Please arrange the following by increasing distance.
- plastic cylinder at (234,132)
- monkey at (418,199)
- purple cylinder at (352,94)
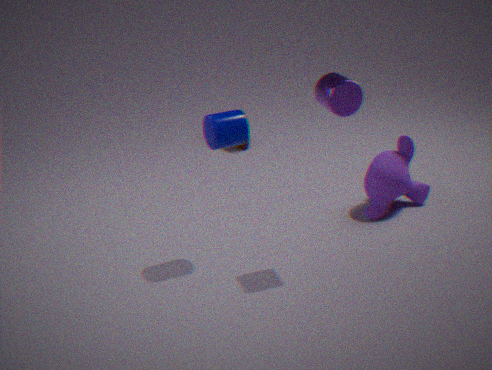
purple cylinder at (352,94), plastic cylinder at (234,132), monkey at (418,199)
